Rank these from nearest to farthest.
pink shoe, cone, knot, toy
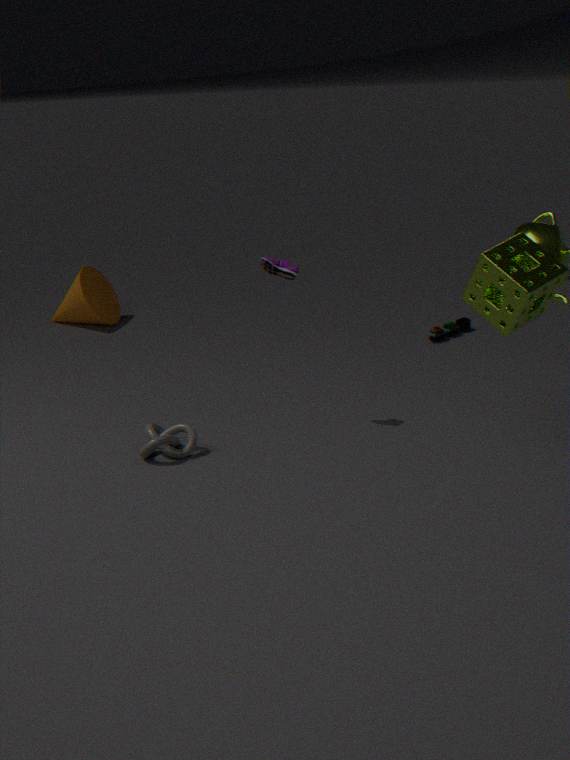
knot
pink shoe
toy
cone
